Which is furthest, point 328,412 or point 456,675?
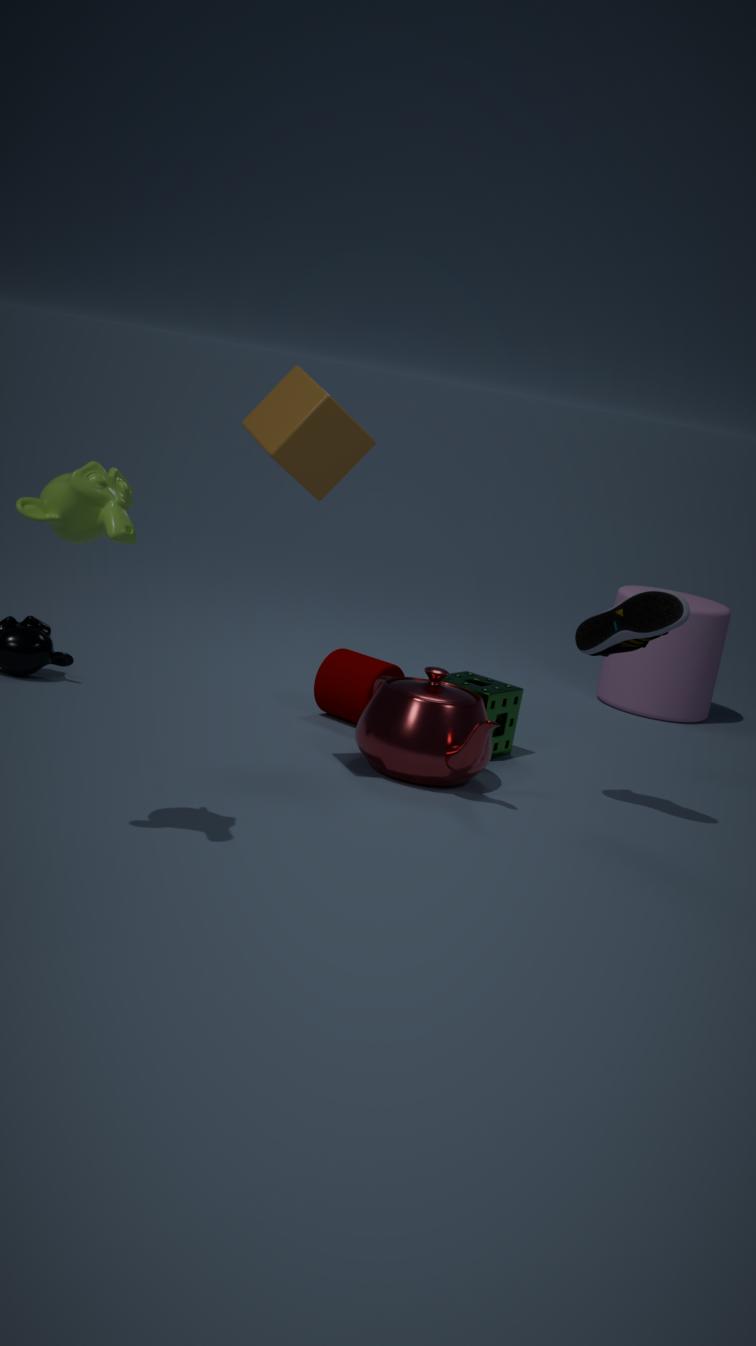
point 456,675
